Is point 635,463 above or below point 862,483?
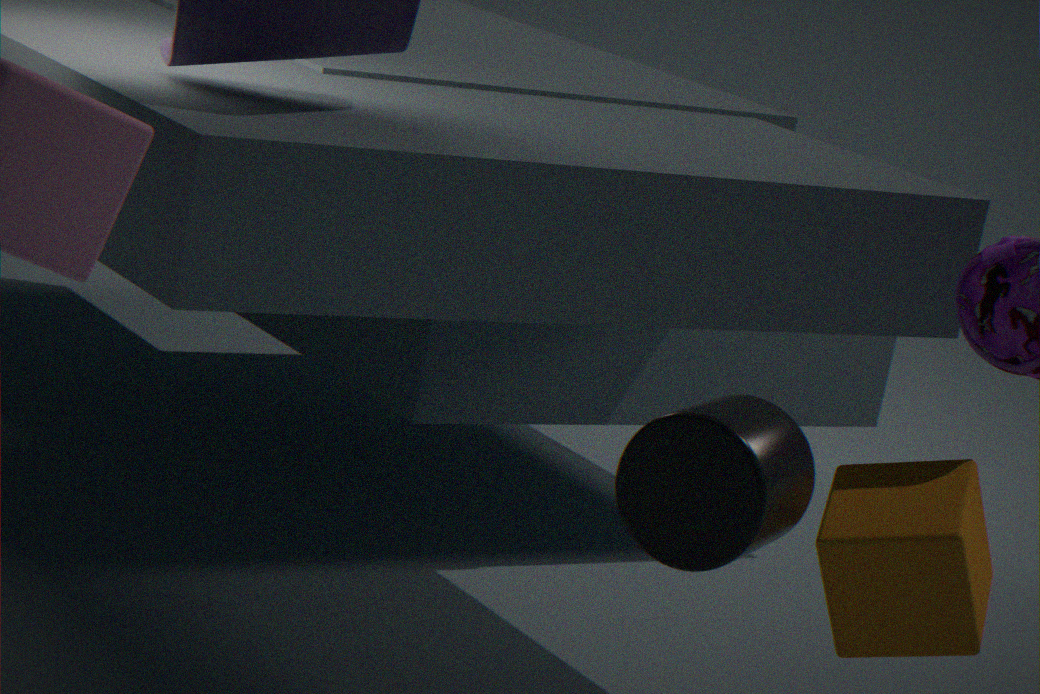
above
